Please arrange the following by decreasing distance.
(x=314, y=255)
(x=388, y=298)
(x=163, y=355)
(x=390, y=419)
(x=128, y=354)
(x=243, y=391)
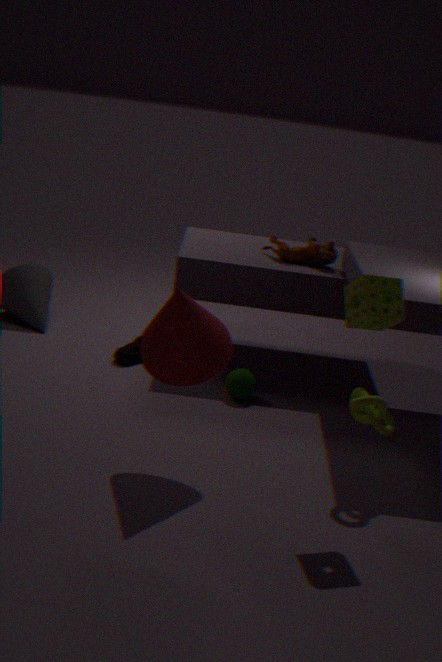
(x=128, y=354) → (x=314, y=255) → (x=243, y=391) → (x=390, y=419) → (x=163, y=355) → (x=388, y=298)
